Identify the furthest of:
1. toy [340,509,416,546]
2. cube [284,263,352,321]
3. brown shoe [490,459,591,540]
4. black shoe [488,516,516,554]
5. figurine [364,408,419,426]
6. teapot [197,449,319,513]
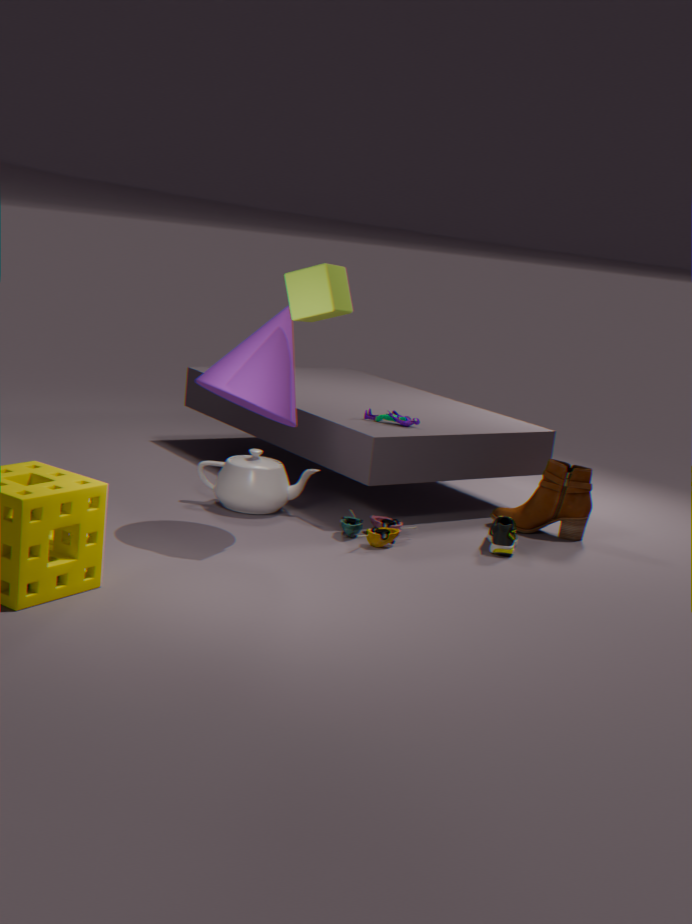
figurine [364,408,419,426]
